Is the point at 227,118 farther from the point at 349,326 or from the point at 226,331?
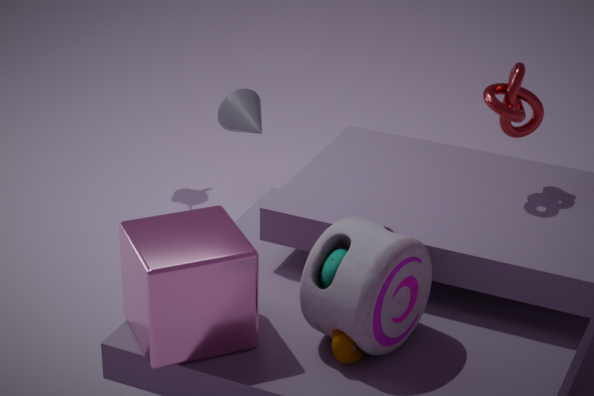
the point at 349,326
